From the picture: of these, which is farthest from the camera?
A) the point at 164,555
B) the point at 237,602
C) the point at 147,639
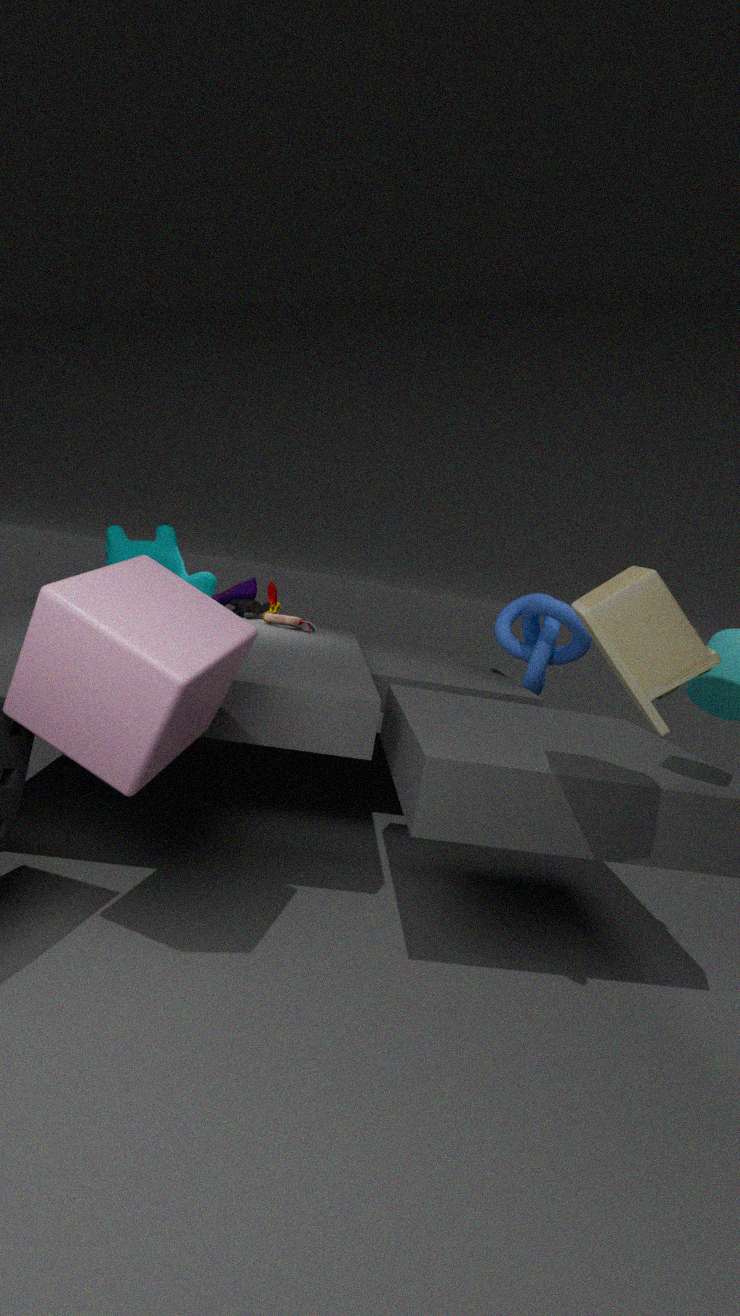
the point at 237,602
